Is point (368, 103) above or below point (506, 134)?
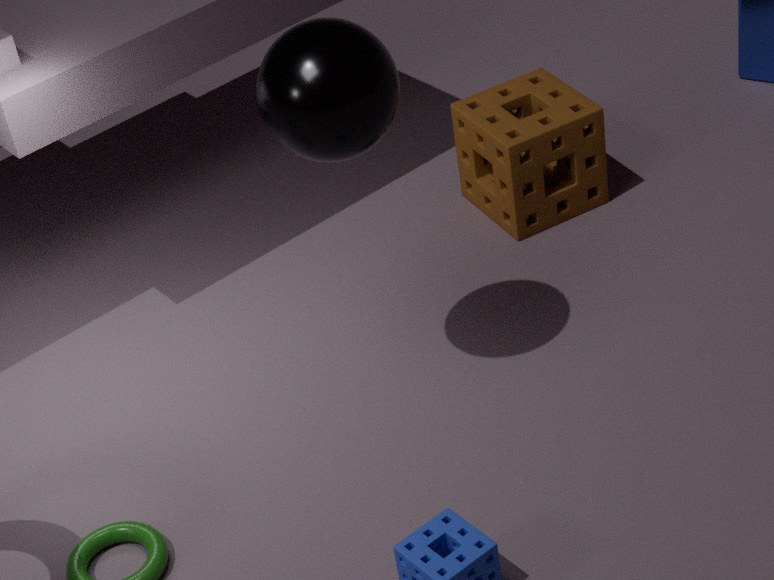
above
